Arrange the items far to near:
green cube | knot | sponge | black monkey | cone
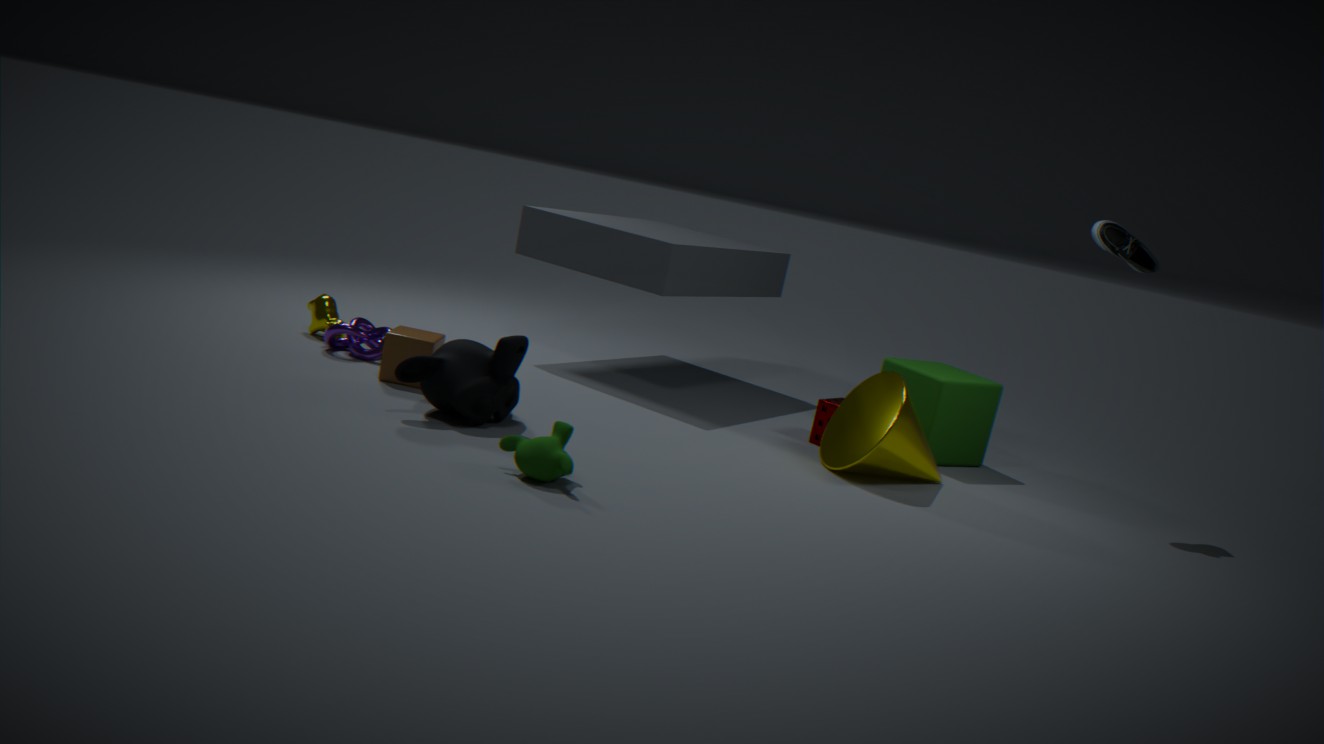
1. green cube
2. sponge
3. knot
4. cone
5. black monkey
